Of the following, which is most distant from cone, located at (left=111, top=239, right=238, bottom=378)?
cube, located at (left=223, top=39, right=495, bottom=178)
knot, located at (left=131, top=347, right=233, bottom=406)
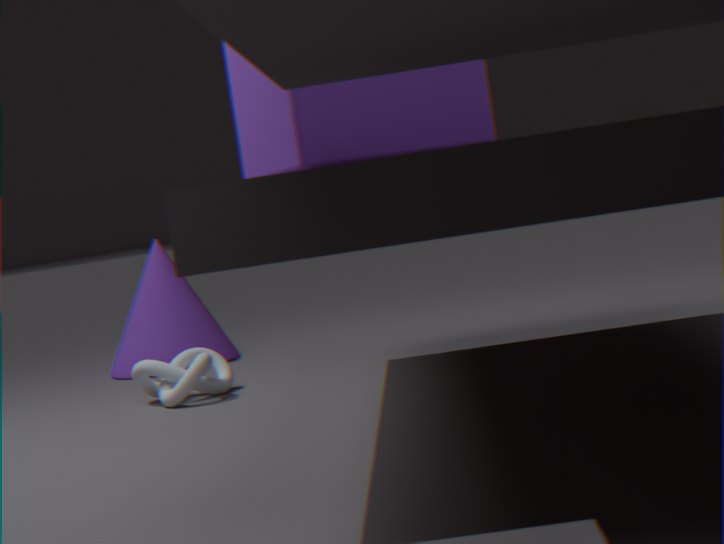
cube, located at (left=223, top=39, right=495, bottom=178)
